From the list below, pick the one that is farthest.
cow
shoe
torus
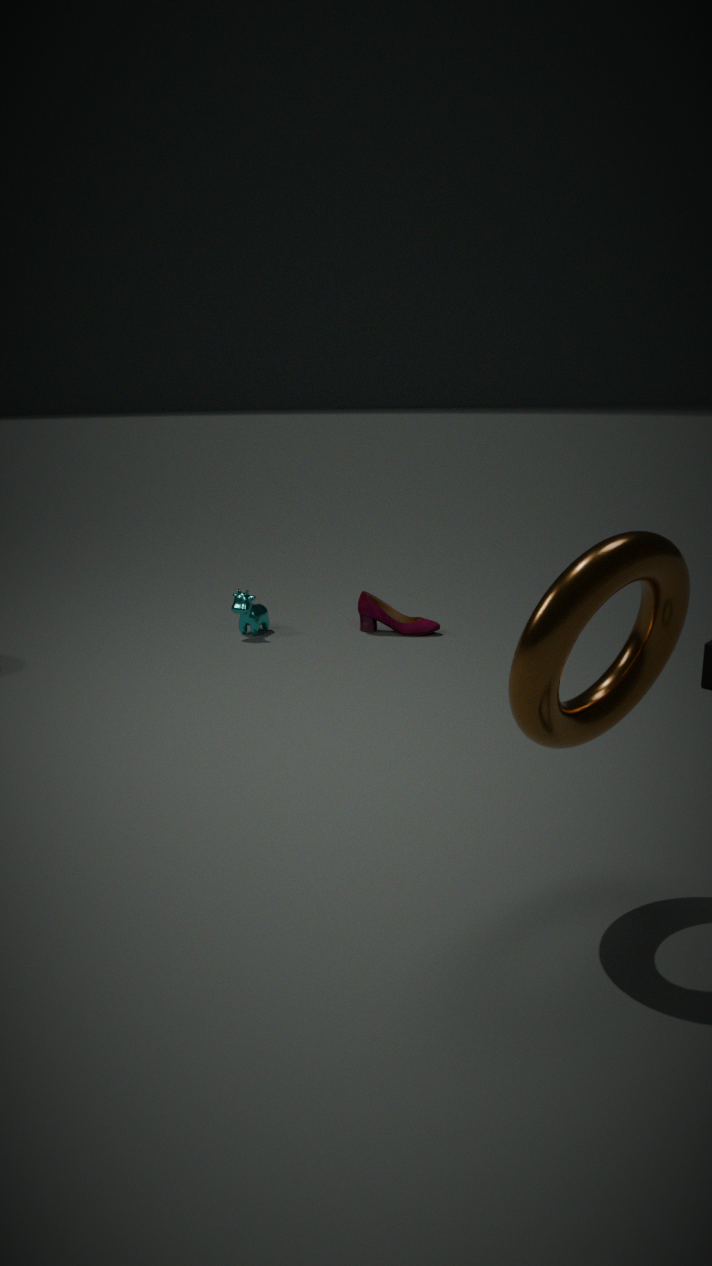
shoe
